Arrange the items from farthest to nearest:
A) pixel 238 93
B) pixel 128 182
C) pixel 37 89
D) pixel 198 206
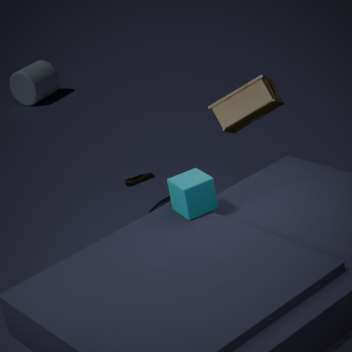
pixel 37 89, pixel 128 182, pixel 238 93, pixel 198 206
